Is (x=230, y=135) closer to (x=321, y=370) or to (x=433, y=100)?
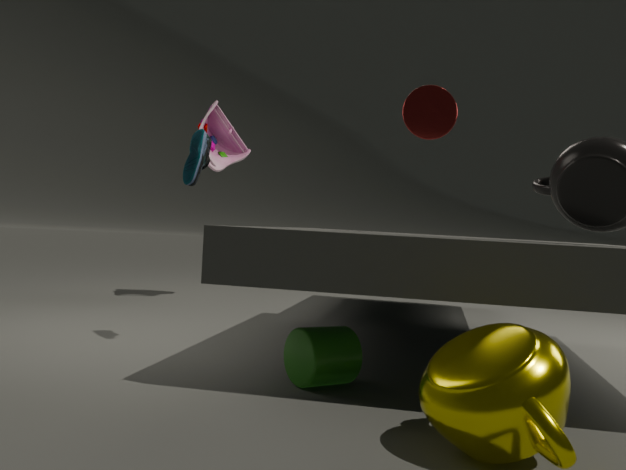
(x=433, y=100)
